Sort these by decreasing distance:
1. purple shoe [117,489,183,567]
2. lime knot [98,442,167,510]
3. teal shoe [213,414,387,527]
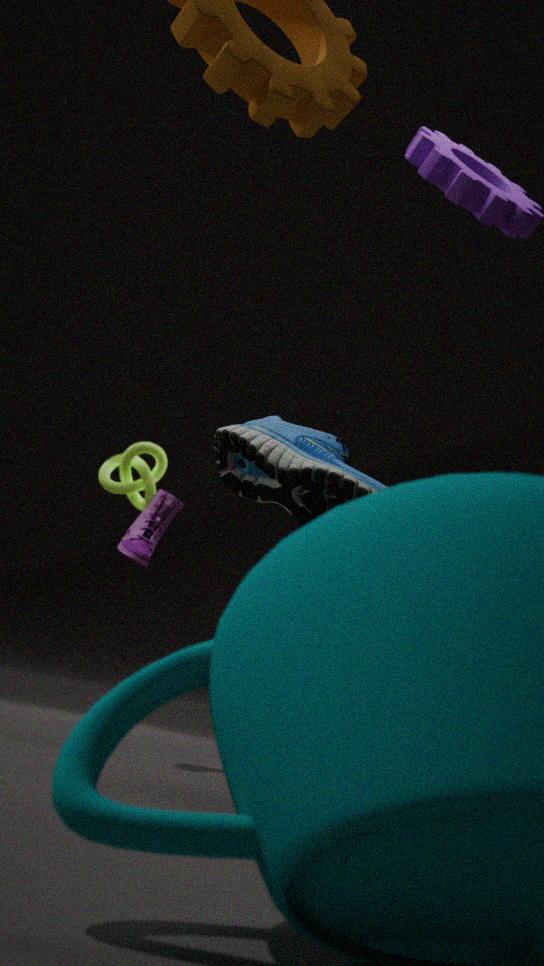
lime knot [98,442,167,510] → purple shoe [117,489,183,567] → teal shoe [213,414,387,527]
